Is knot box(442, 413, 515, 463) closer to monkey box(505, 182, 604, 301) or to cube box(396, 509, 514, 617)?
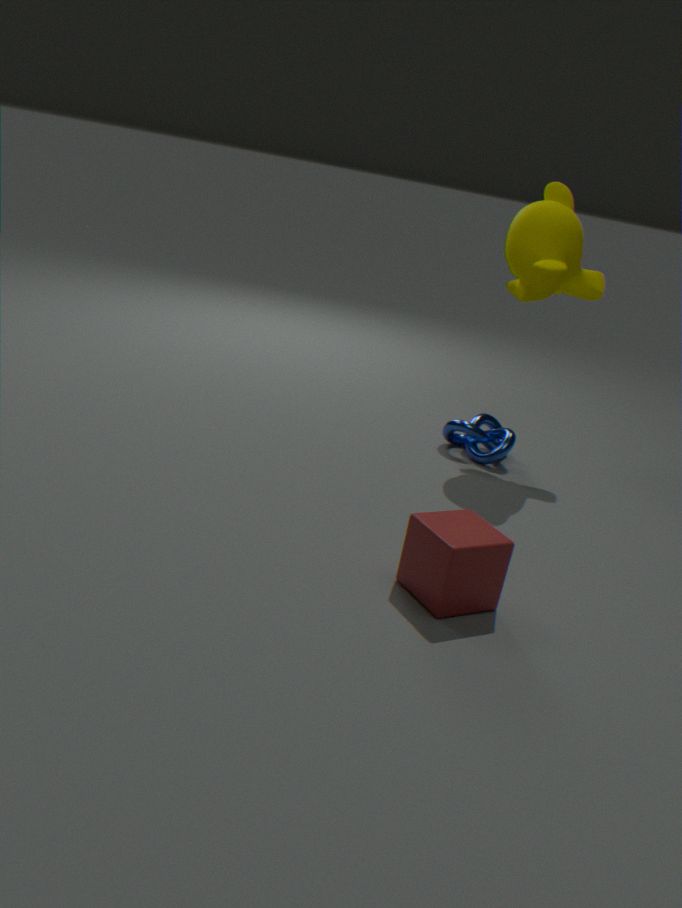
monkey box(505, 182, 604, 301)
